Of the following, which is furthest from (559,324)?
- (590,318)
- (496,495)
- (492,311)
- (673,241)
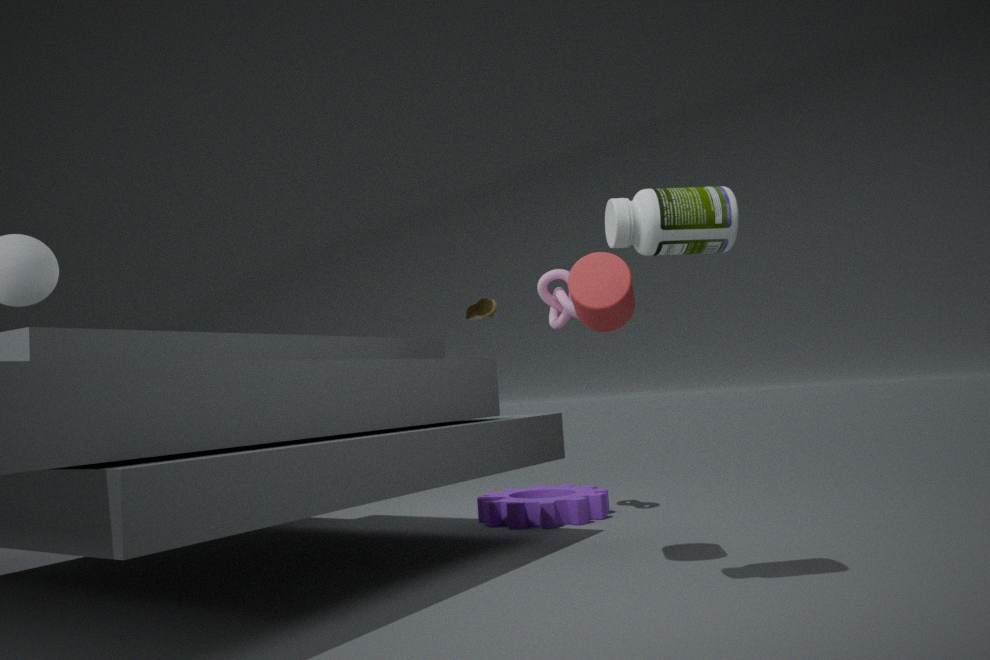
(673,241)
